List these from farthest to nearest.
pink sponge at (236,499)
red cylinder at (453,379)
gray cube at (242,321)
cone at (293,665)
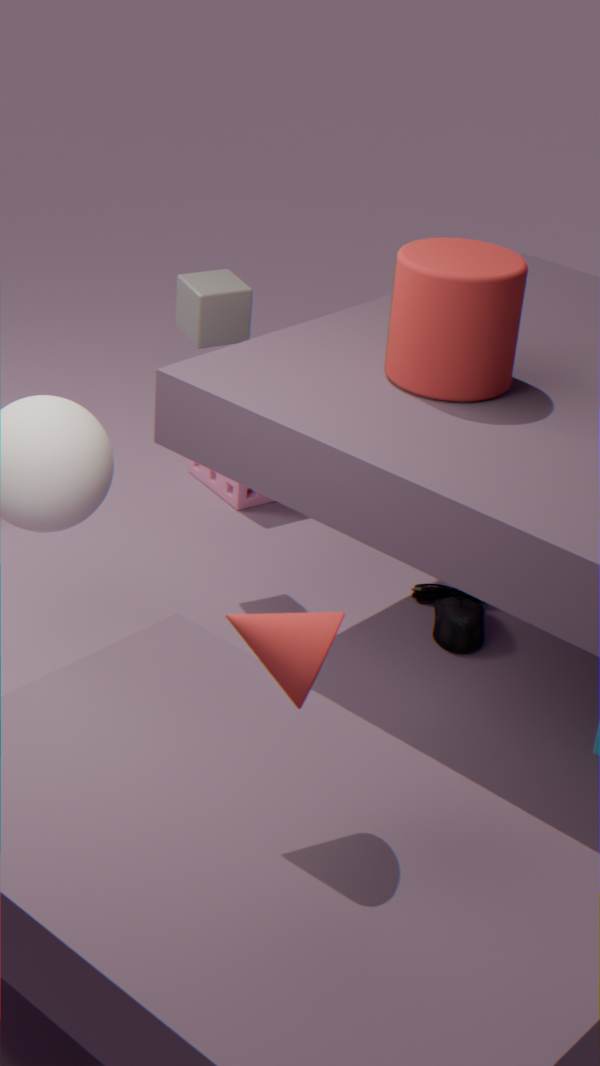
pink sponge at (236,499), gray cube at (242,321), red cylinder at (453,379), cone at (293,665)
